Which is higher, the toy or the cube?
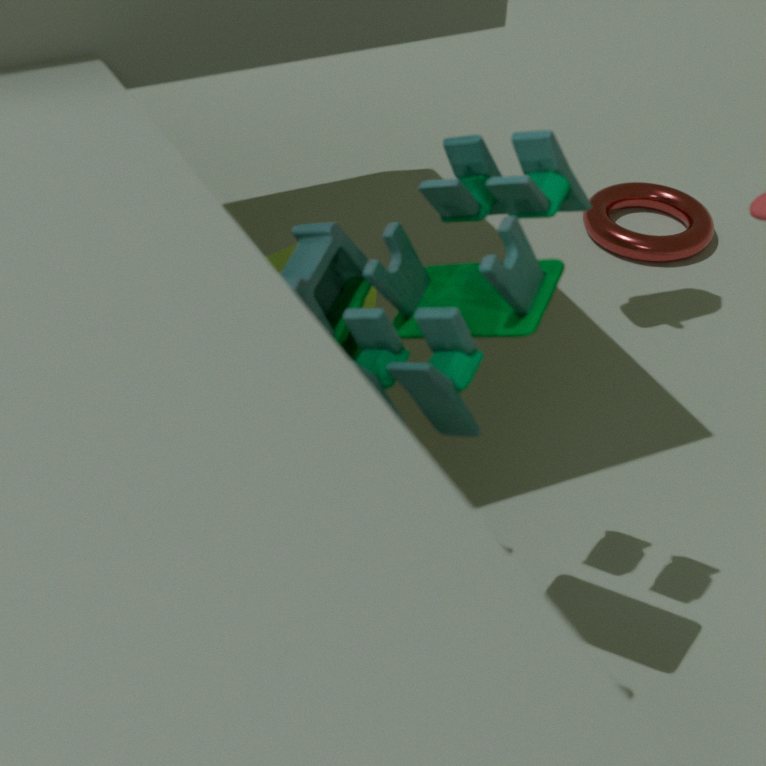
the toy
